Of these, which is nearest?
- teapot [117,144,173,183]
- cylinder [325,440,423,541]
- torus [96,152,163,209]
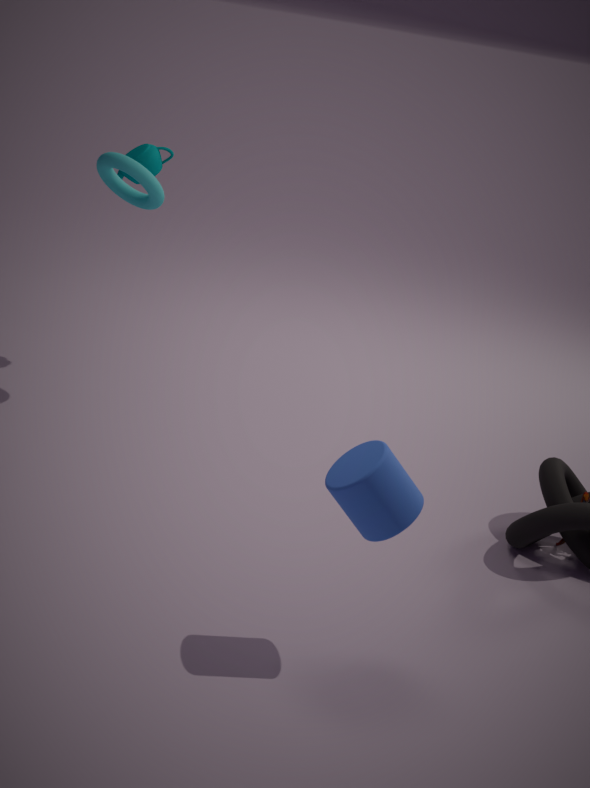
cylinder [325,440,423,541]
